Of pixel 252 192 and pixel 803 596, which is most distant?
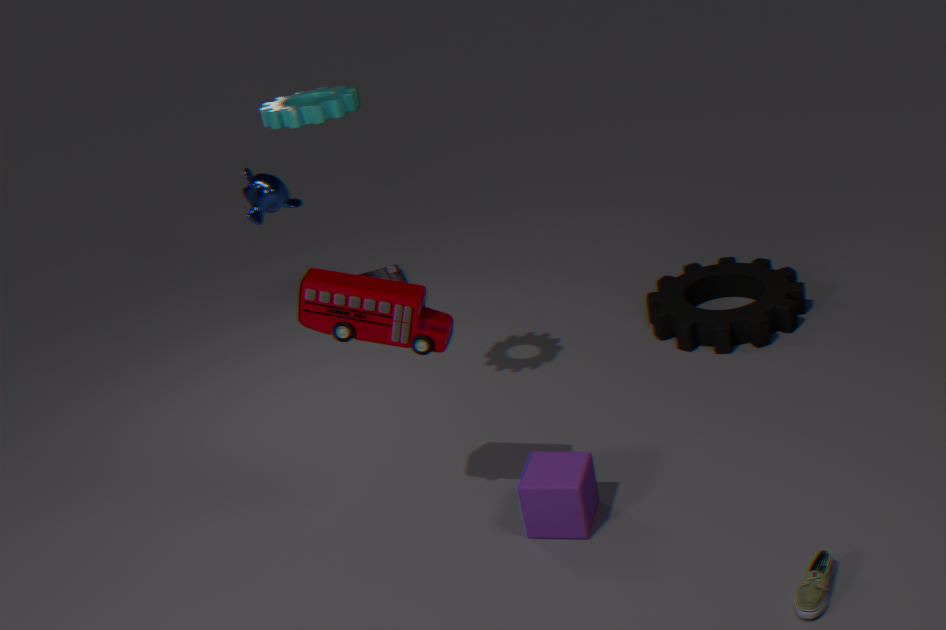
pixel 252 192
